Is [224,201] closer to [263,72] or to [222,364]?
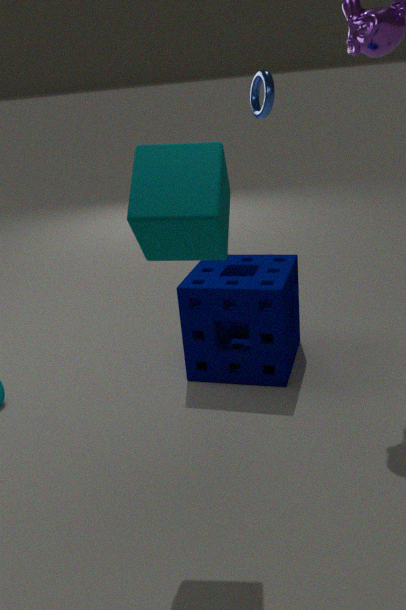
[222,364]
